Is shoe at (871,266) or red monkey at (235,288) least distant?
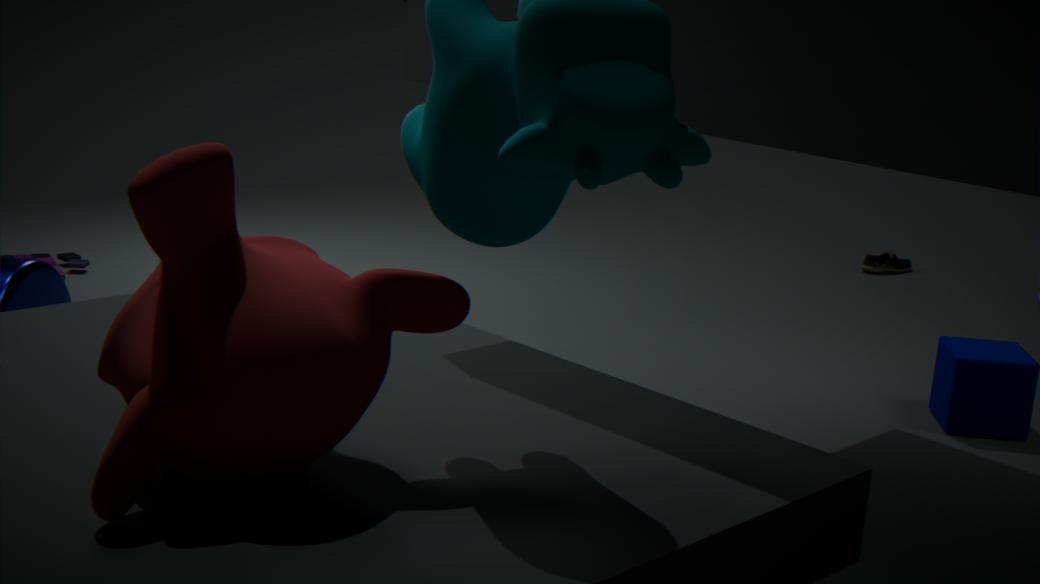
red monkey at (235,288)
